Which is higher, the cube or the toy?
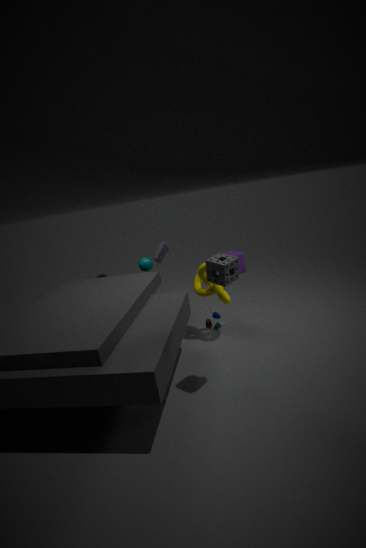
the toy
